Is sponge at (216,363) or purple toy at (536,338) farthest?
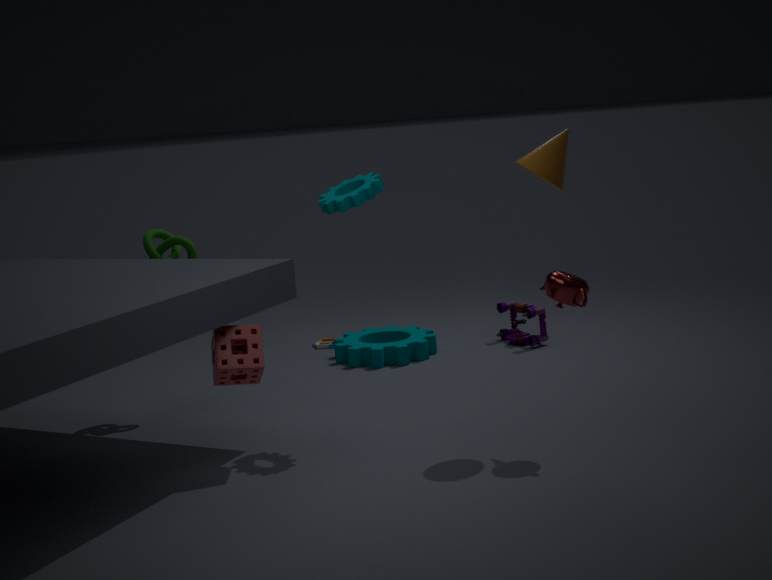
purple toy at (536,338)
